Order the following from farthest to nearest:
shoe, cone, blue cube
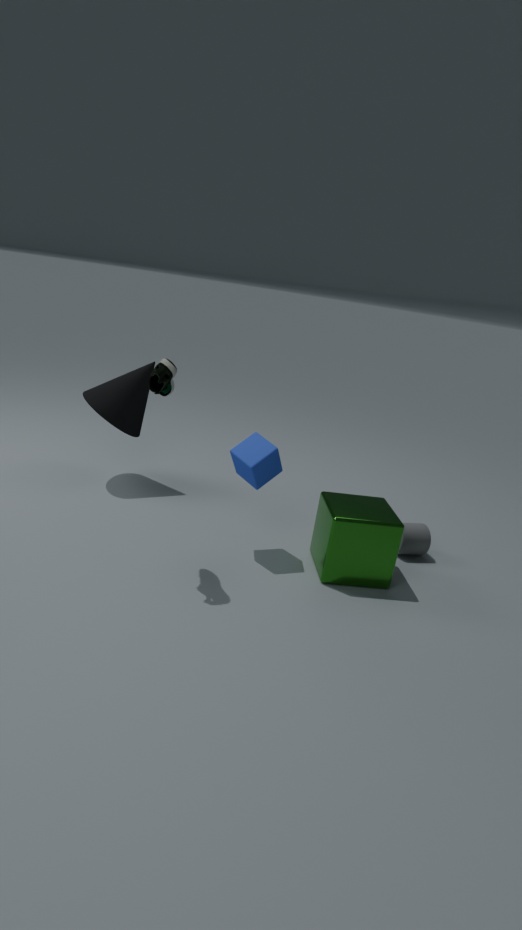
cone
blue cube
shoe
